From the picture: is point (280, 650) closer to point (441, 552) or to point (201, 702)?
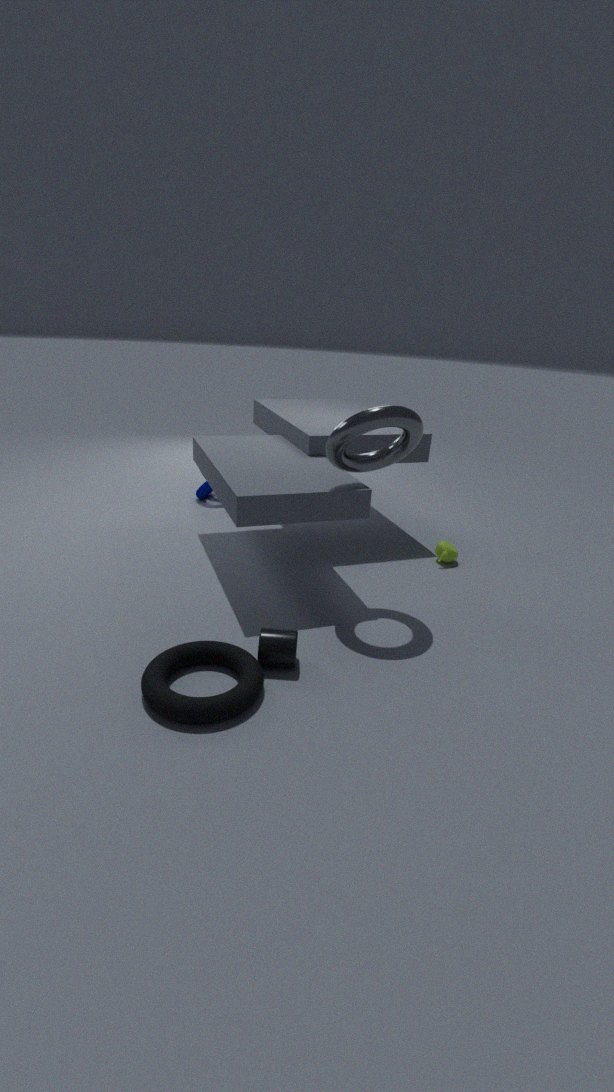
point (201, 702)
